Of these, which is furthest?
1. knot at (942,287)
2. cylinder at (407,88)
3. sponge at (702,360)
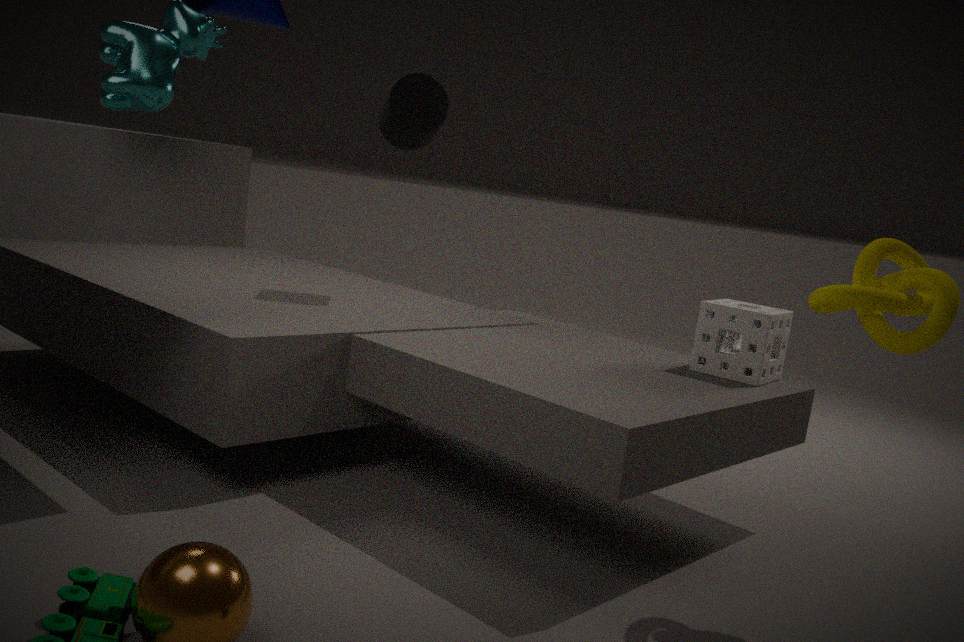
cylinder at (407,88)
